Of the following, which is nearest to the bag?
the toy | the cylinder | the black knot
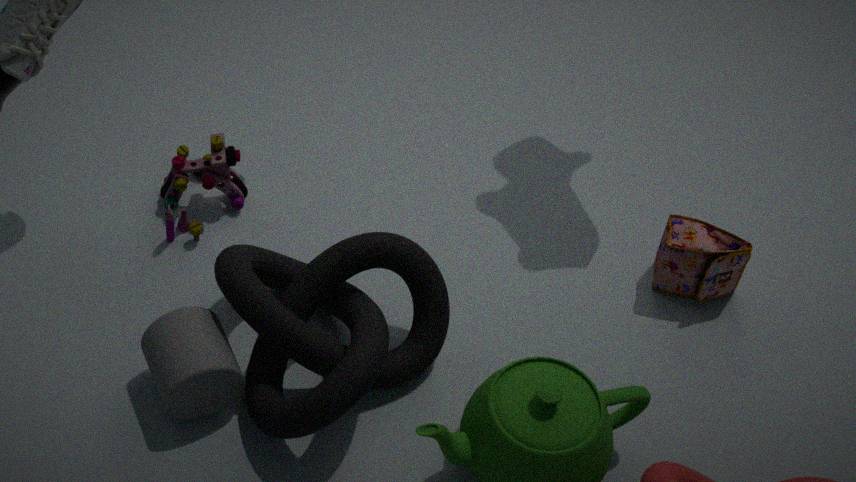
the black knot
